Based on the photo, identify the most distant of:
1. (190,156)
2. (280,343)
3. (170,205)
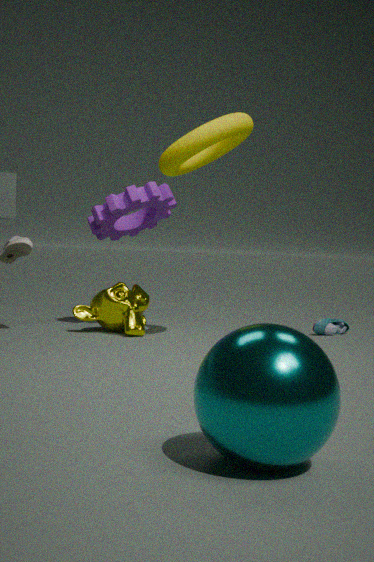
(170,205)
